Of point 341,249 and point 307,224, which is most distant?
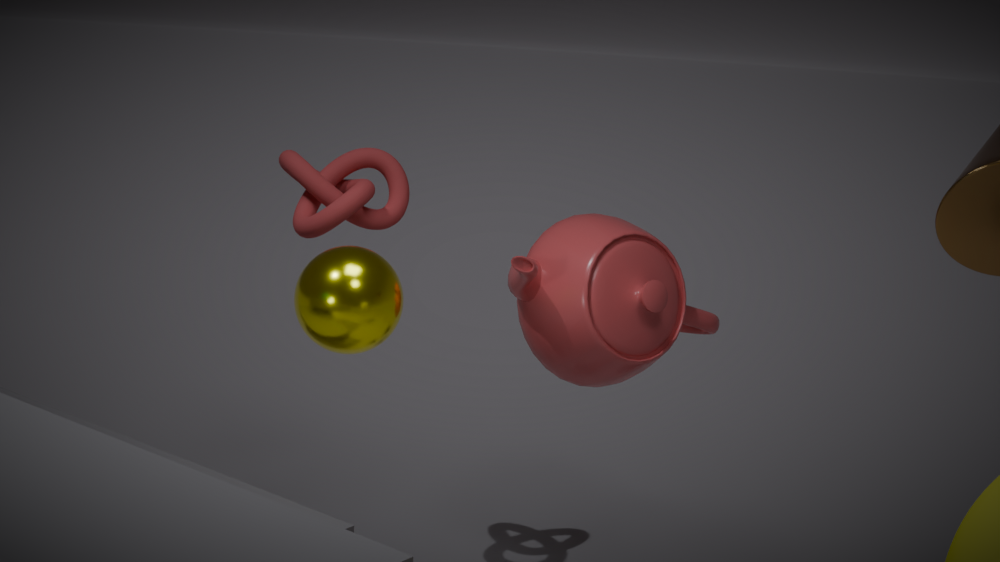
point 307,224
